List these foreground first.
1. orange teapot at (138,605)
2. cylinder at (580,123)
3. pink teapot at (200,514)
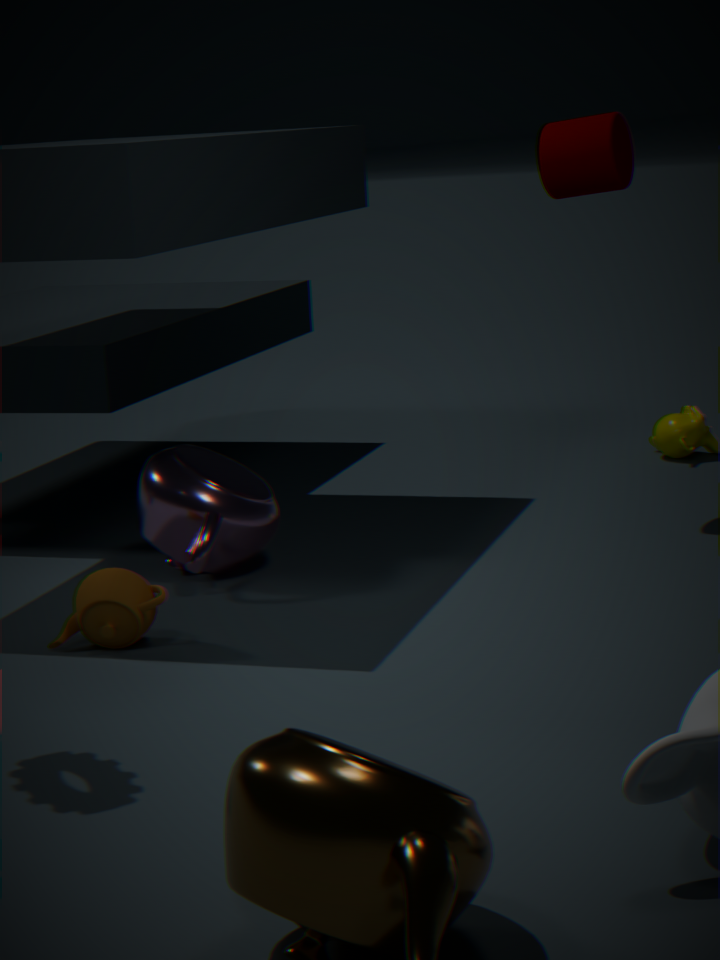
orange teapot at (138,605), pink teapot at (200,514), cylinder at (580,123)
